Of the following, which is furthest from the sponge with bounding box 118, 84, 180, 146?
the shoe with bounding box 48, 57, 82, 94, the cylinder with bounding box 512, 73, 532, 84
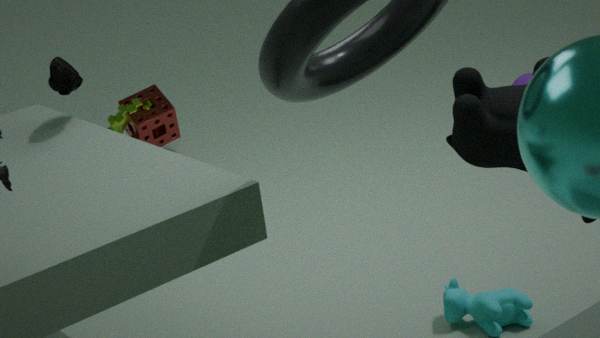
the cylinder with bounding box 512, 73, 532, 84
